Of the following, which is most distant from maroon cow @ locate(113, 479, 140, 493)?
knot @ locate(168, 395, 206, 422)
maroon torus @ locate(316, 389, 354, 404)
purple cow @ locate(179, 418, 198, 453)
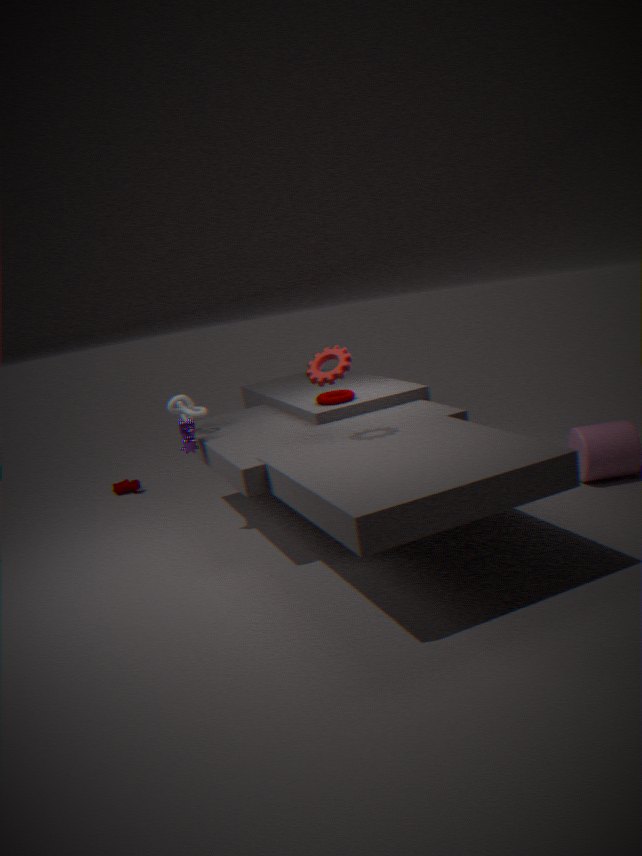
maroon torus @ locate(316, 389, 354, 404)
